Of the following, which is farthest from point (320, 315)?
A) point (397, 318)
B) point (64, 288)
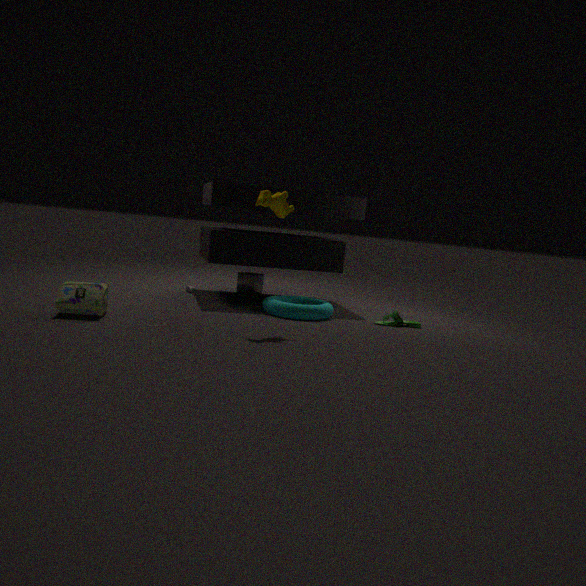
point (64, 288)
